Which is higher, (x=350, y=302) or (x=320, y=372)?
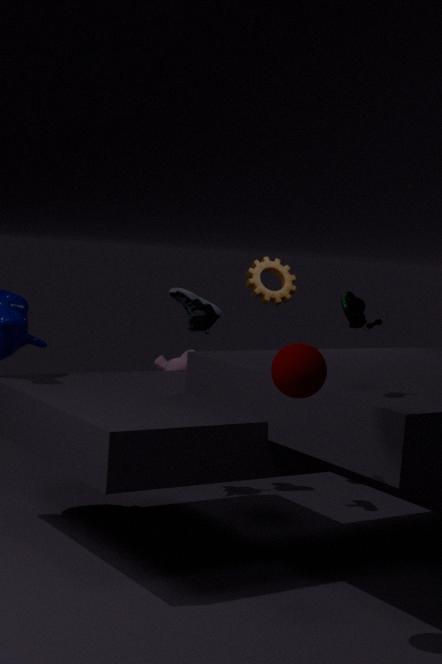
(x=350, y=302)
